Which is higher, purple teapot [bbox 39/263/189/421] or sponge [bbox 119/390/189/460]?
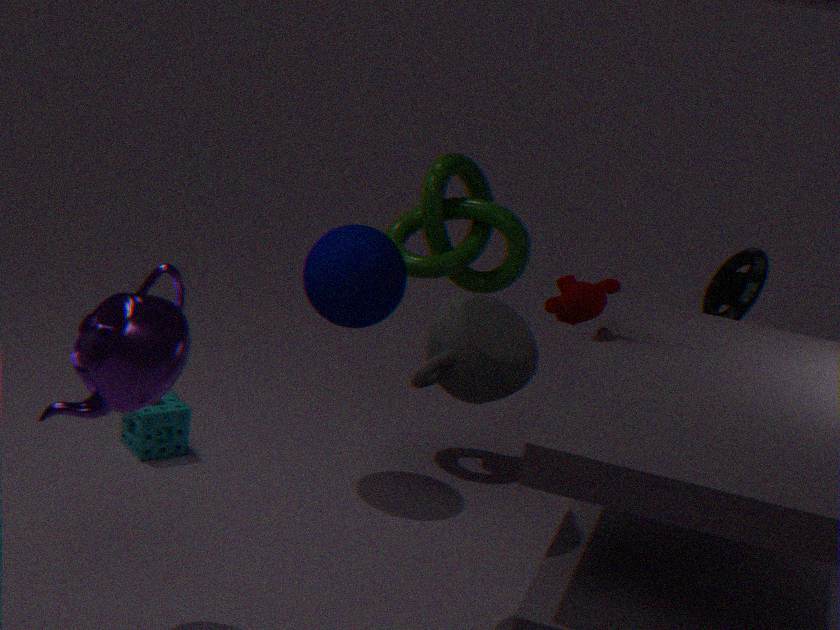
purple teapot [bbox 39/263/189/421]
